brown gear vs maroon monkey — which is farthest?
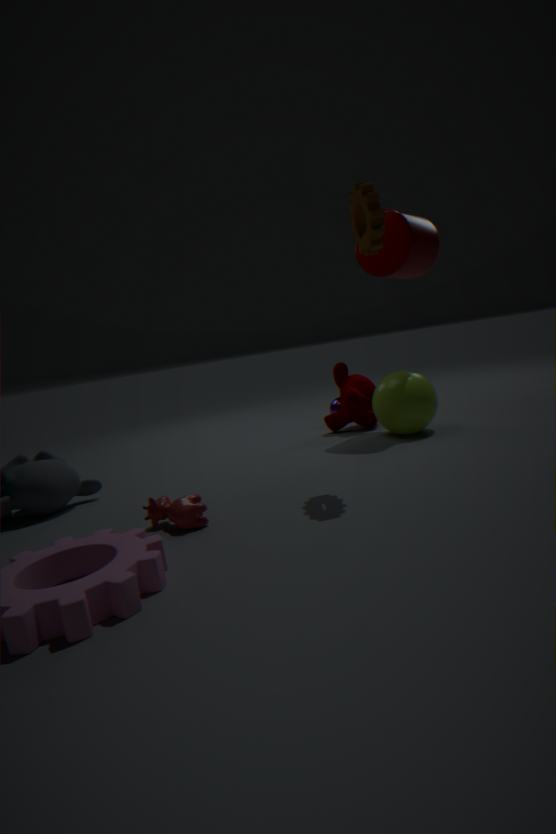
maroon monkey
